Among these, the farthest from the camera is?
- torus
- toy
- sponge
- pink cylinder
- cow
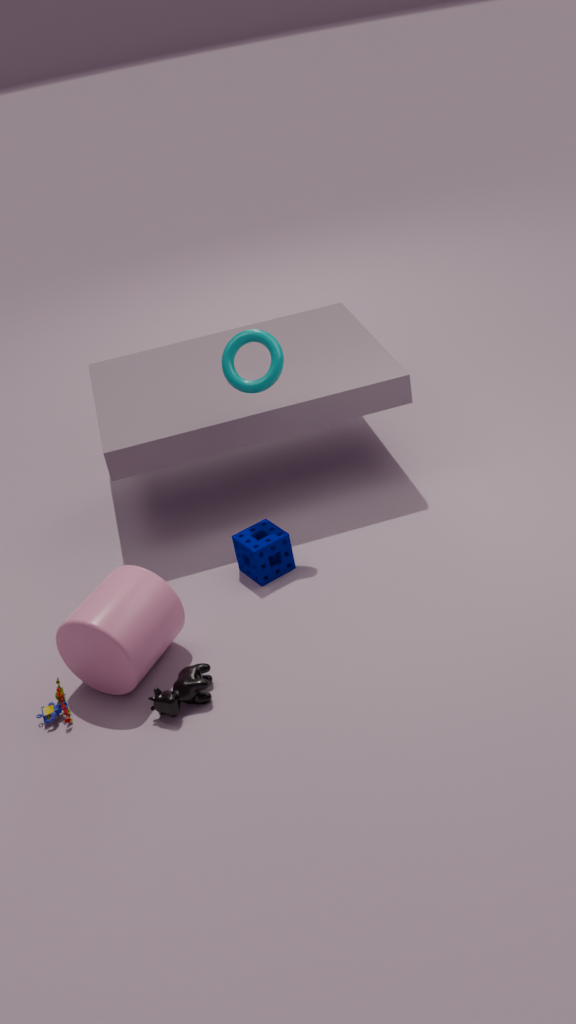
sponge
